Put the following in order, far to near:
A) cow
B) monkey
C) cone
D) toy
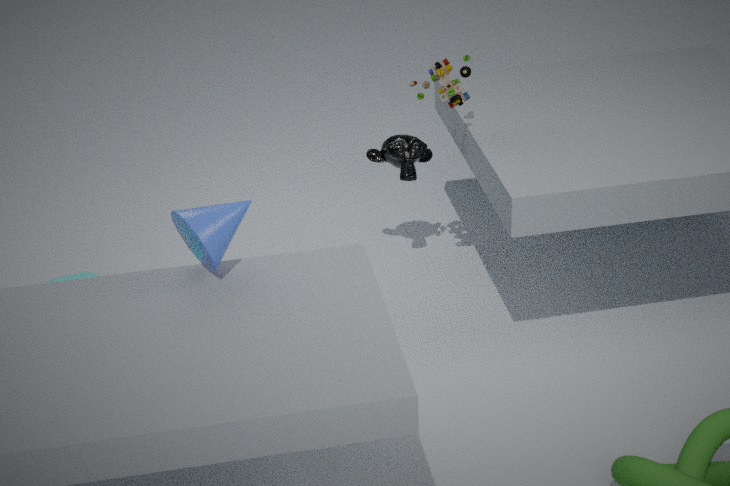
monkey < cow < toy < cone
